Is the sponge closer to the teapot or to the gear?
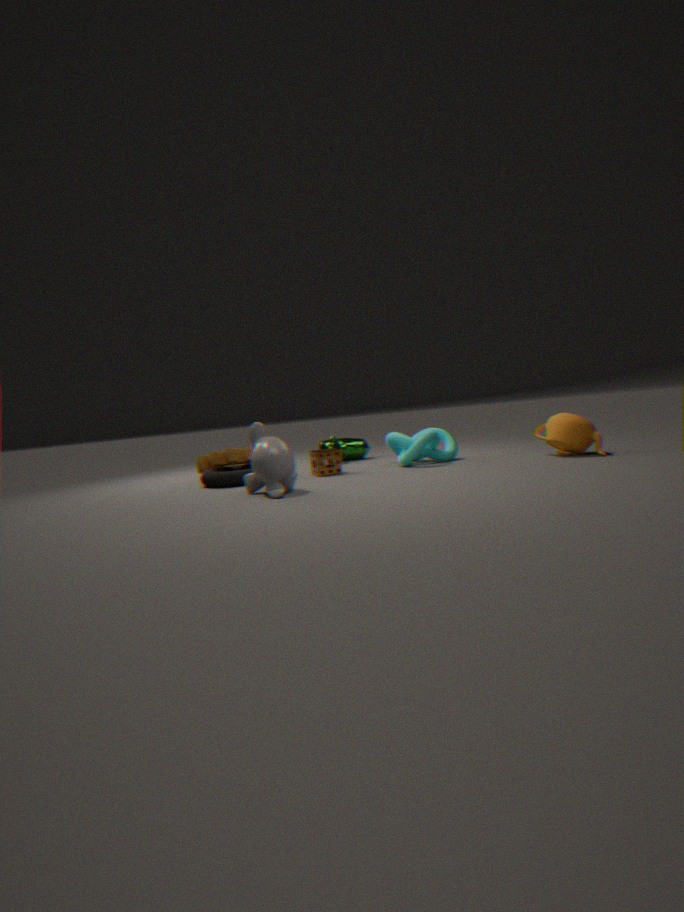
the gear
